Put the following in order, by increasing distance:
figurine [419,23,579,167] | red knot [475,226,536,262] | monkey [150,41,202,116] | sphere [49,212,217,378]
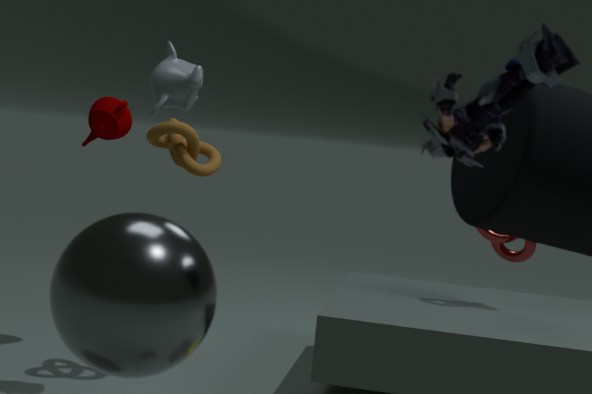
1. figurine [419,23,579,167]
2. sphere [49,212,217,378]
3. monkey [150,41,202,116]
4. red knot [475,226,536,262]
